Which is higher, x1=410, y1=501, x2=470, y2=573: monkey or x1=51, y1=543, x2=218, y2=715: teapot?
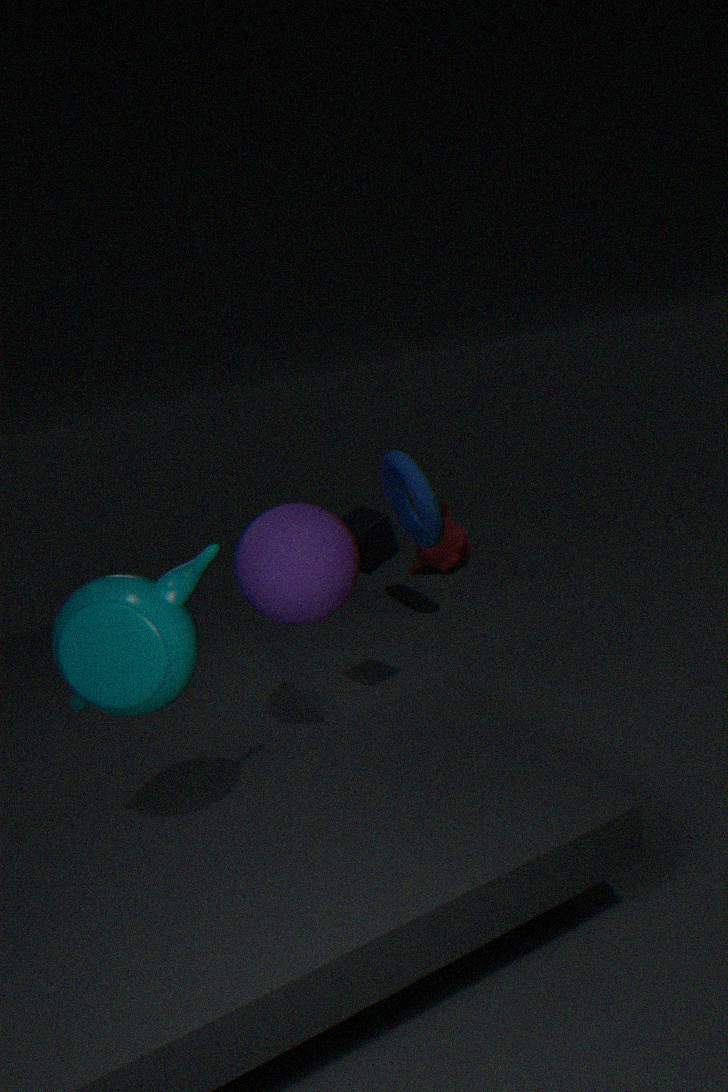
x1=51, y1=543, x2=218, y2=715: teapot
